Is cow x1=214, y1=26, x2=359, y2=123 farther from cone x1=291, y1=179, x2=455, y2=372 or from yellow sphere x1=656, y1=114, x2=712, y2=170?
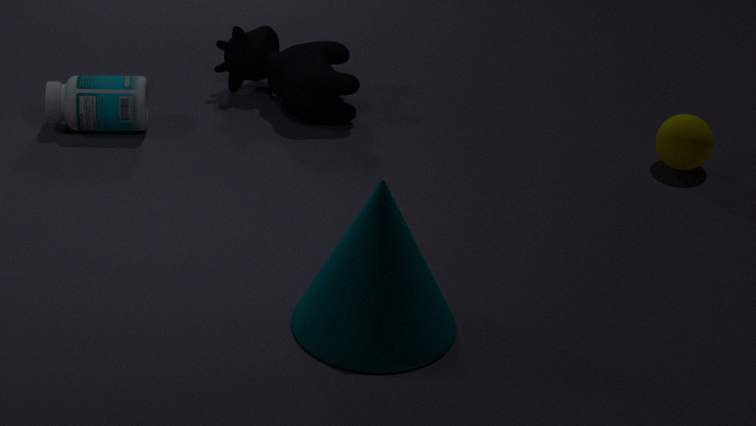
yellow sphere x1=656, y1=114, x2=712, y2=170
